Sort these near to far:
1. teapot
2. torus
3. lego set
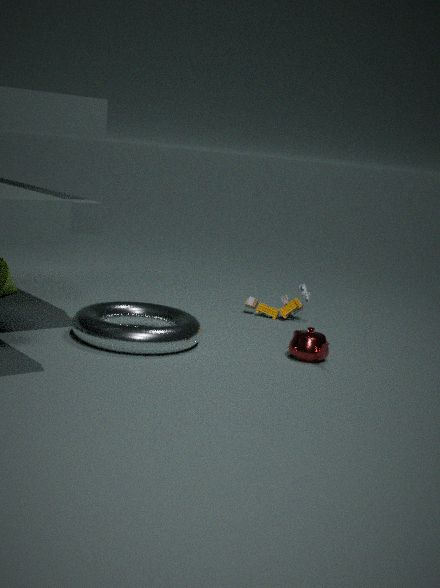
torus, teapot, lego set
